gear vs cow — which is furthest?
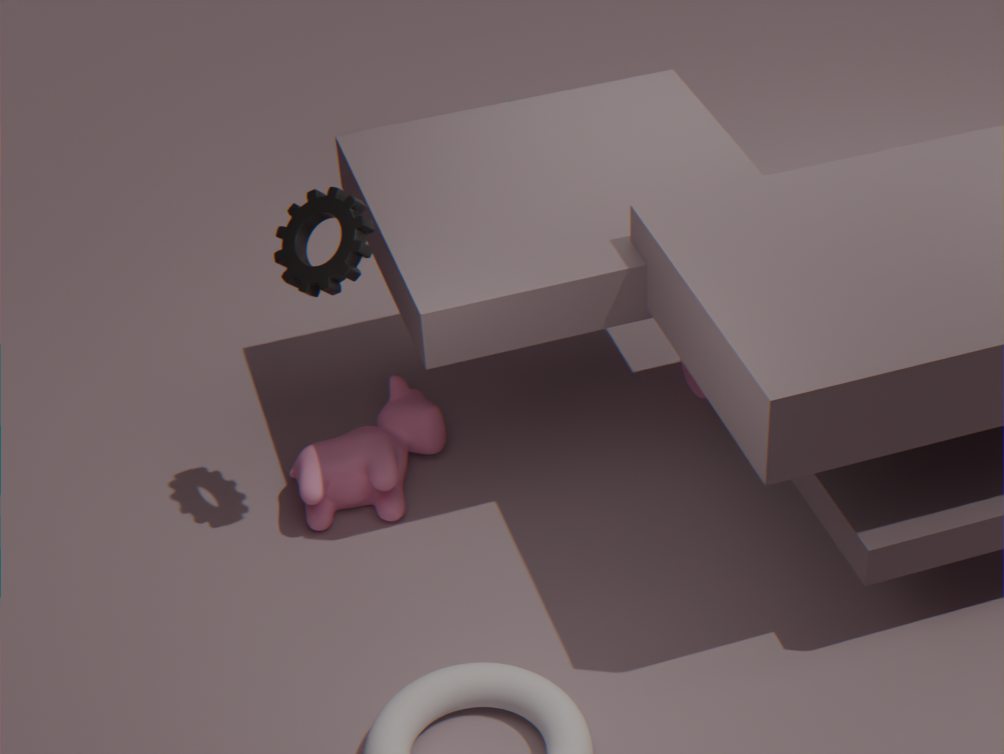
cow
